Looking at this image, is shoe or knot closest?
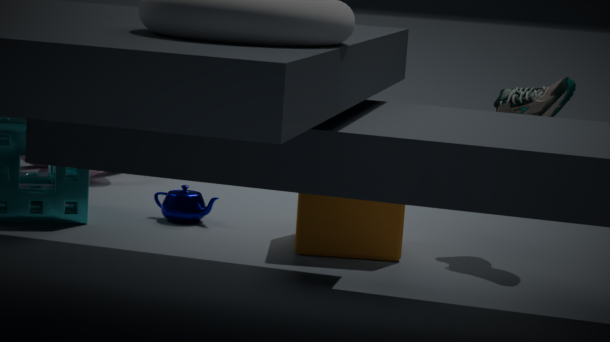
shoe
